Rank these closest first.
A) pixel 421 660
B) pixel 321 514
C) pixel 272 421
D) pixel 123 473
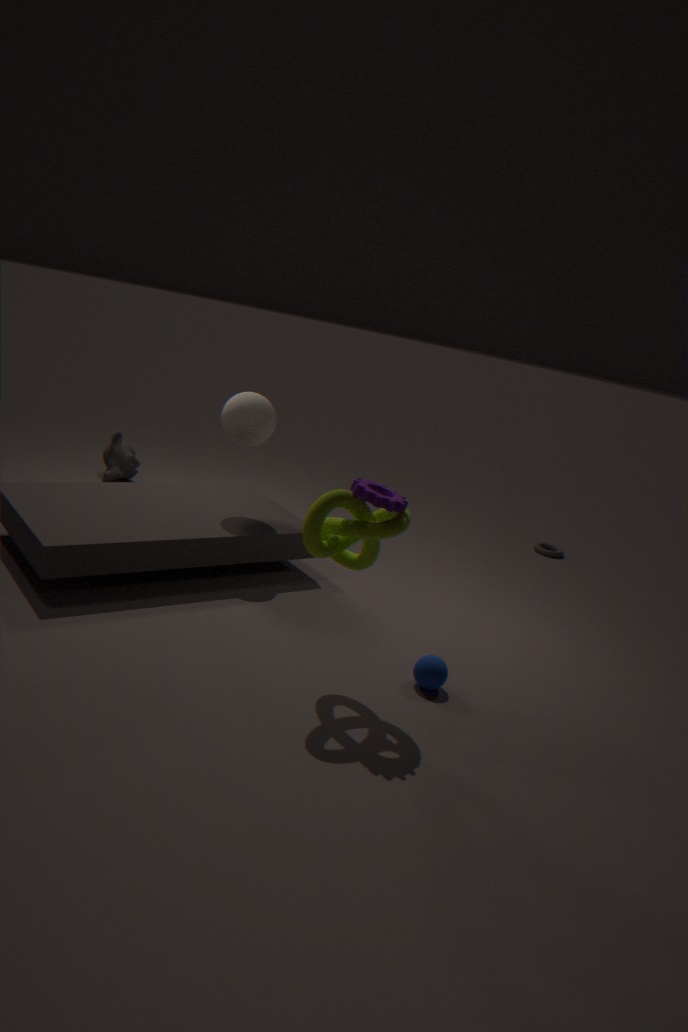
pixel 321 514
pixel 421 660
pixel 272 421
pixel 123 473
